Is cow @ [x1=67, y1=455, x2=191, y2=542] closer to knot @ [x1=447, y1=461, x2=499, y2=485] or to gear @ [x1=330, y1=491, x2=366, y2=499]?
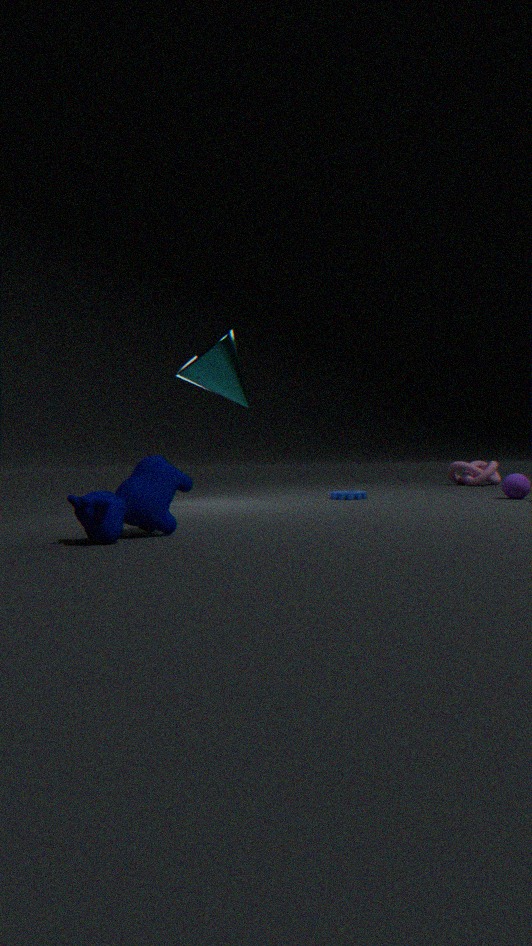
gear @ [x1=330, y1=491, x2=366, y2=499]
